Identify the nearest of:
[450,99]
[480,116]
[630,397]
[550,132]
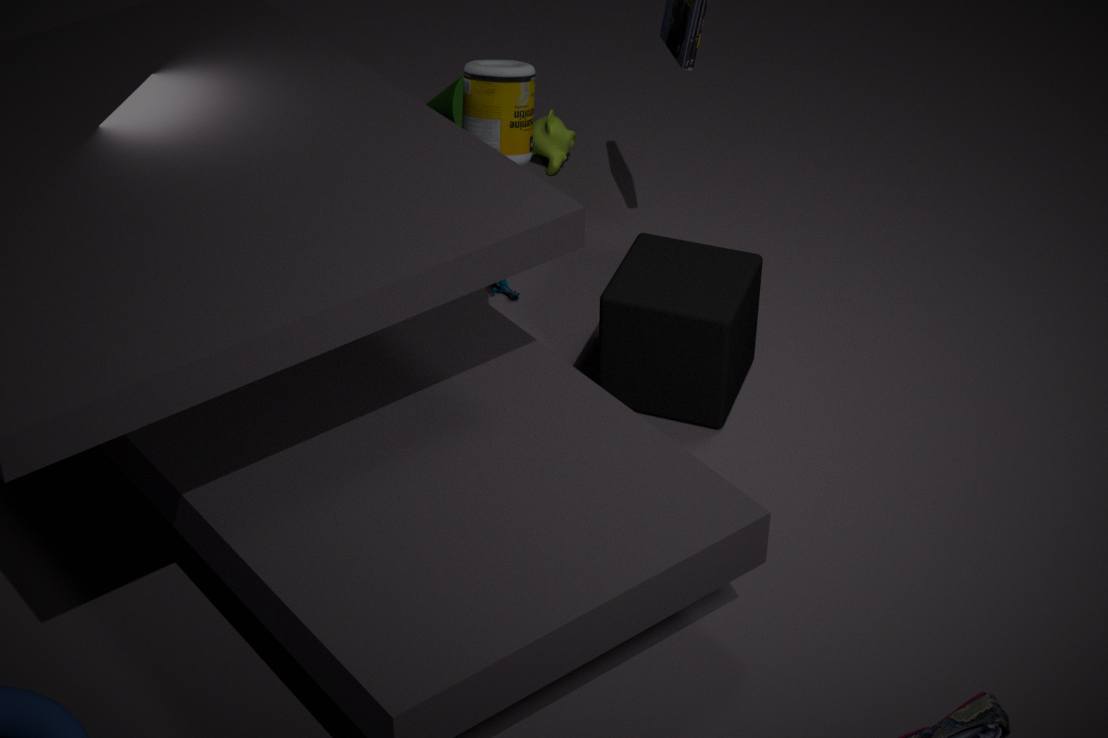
[480,116]
